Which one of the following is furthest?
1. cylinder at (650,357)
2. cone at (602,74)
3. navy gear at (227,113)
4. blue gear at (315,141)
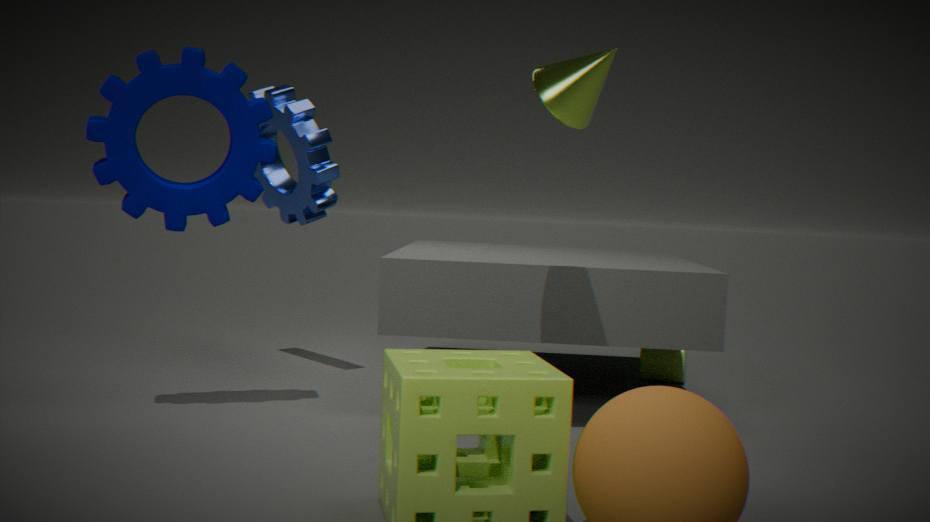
cylinder at (650,357)
